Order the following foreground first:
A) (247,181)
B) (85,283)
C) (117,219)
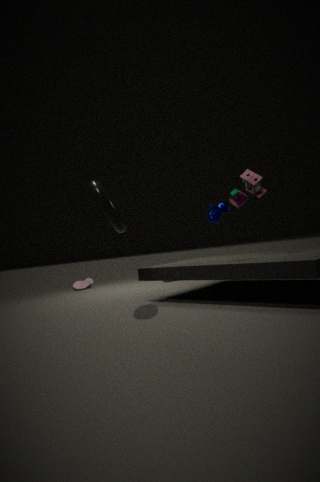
(117,219) → (247,181) → (85,283)
